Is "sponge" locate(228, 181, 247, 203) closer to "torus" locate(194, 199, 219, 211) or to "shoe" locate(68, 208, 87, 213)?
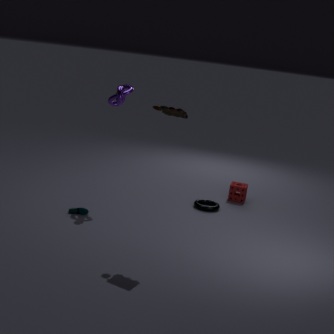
"torus" locate(194, 199, 219, 211)
